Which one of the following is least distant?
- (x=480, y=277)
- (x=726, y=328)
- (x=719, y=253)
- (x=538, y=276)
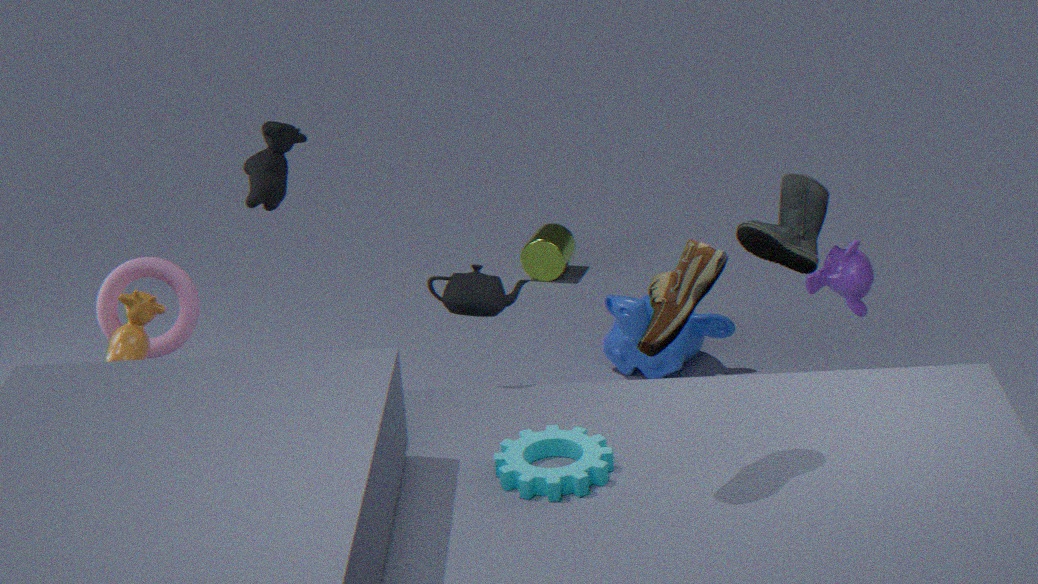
(x=719, y=253)
